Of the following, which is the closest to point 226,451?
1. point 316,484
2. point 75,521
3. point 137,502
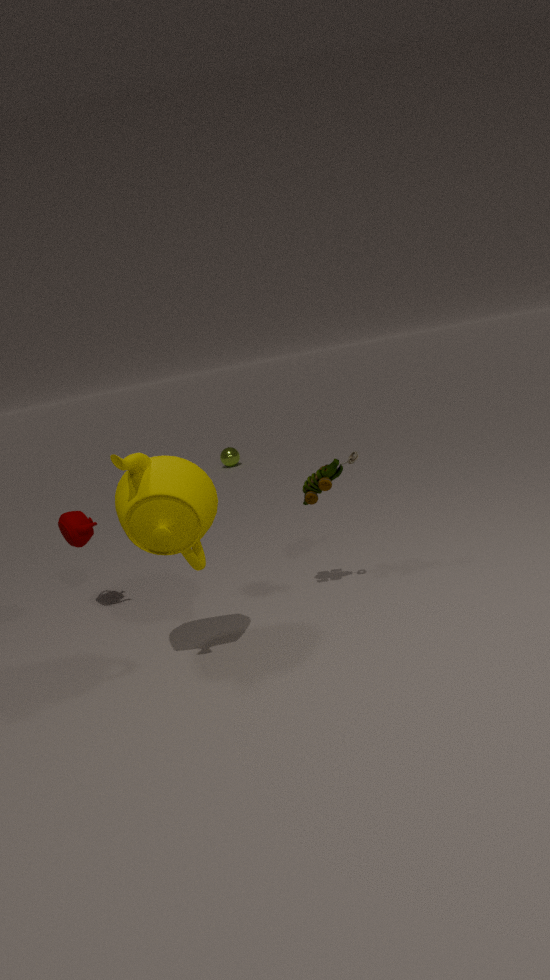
point 75,521
